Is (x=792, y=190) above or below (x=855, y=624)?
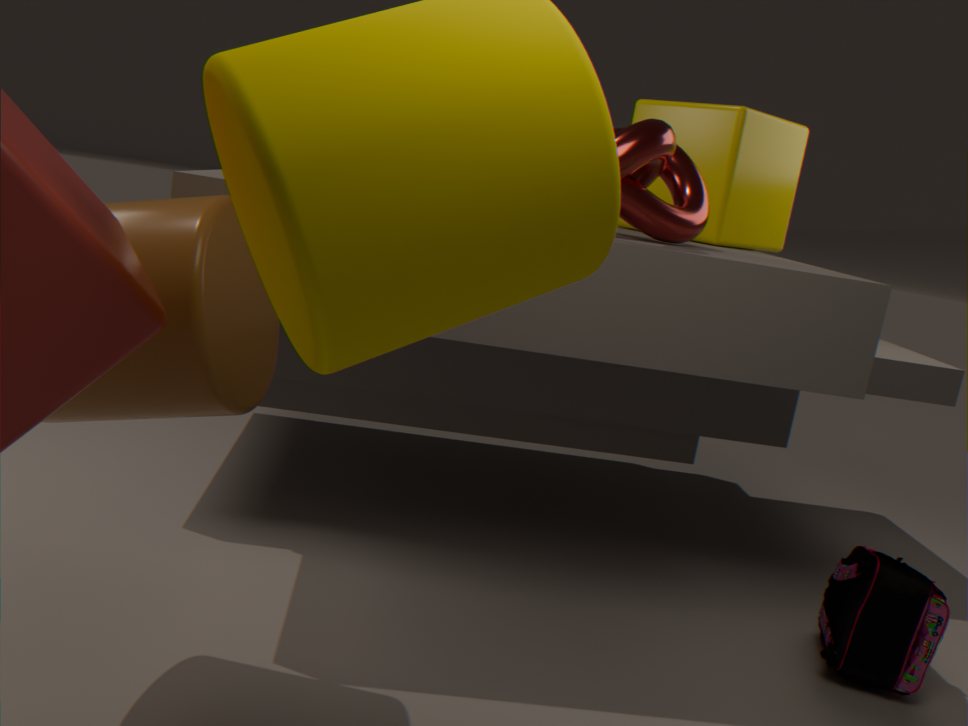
above
